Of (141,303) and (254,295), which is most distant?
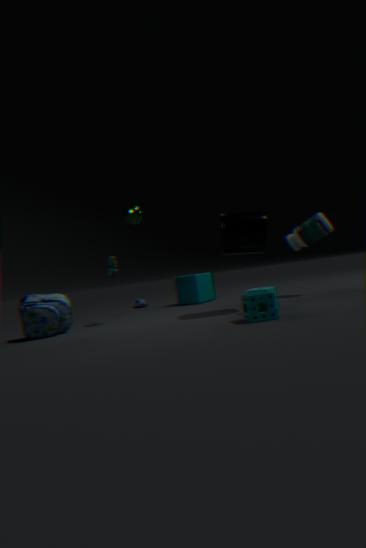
(141,303)
